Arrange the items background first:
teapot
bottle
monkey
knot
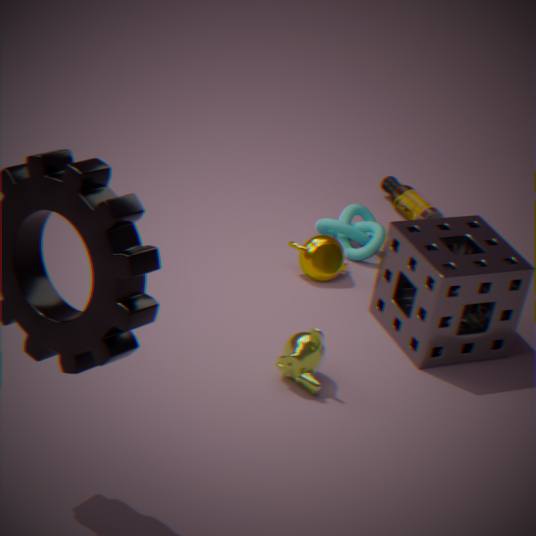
1. bottle
2. knot
3. teapot
4. monkey
